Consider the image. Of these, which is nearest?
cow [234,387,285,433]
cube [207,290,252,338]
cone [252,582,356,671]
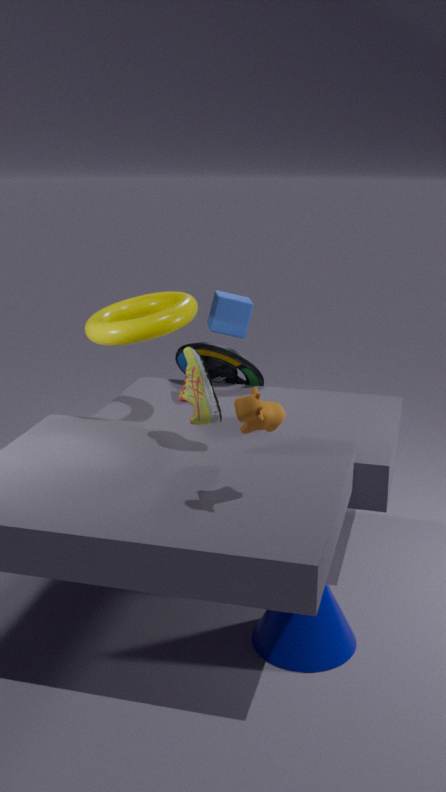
cow [234,387,285,433]
